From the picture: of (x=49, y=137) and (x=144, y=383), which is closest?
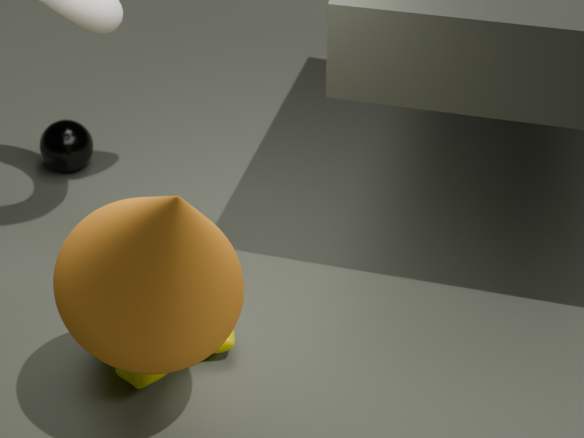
(x=144, y=383)
